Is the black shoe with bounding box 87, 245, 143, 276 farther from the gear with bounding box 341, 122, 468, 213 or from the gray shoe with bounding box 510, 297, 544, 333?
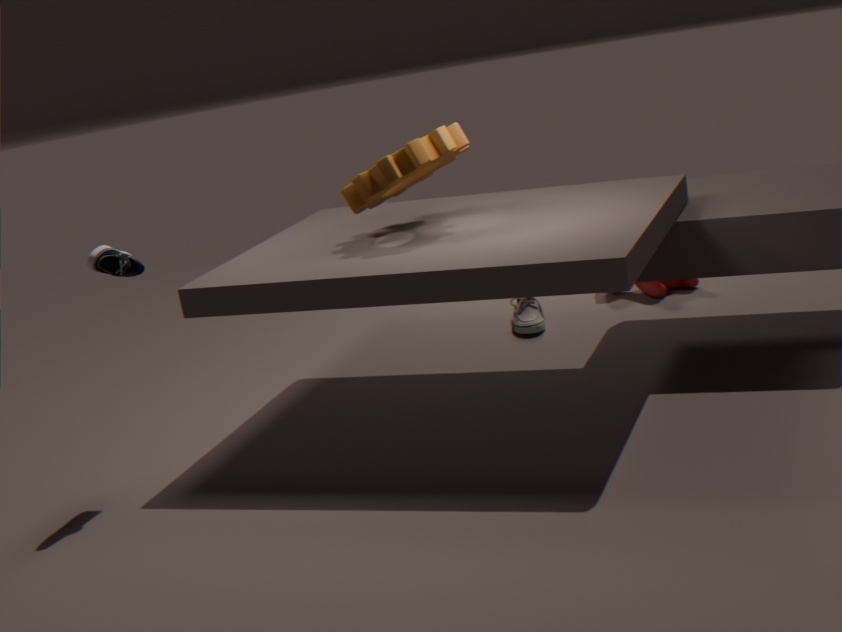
the gray shoe with bounding box 510, 297, 544, 333
